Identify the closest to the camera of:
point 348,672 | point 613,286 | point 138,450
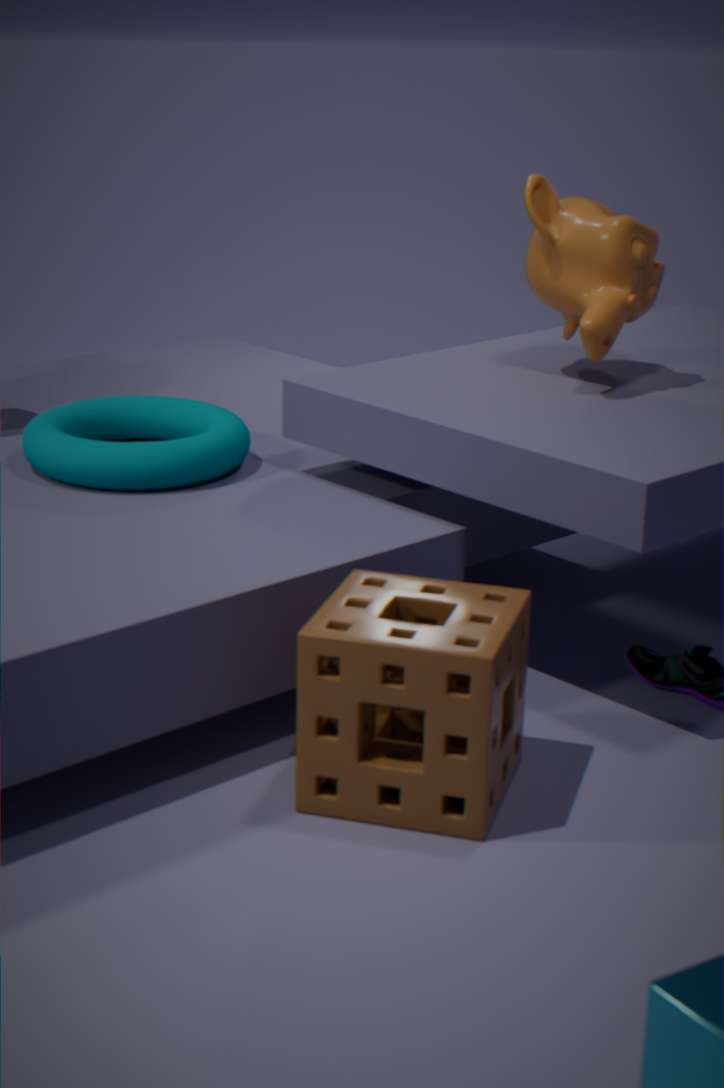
point 348,672
